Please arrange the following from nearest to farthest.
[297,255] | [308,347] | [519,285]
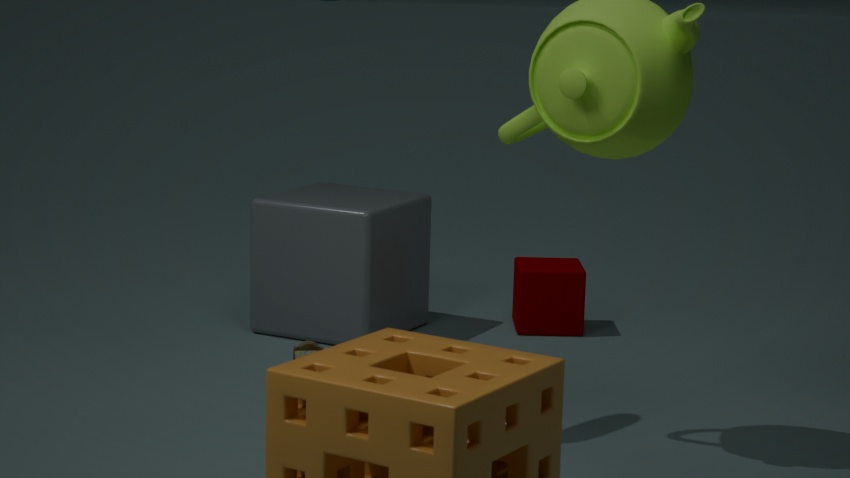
1. [308,347]
2. [297,255]
3. [519,285]
